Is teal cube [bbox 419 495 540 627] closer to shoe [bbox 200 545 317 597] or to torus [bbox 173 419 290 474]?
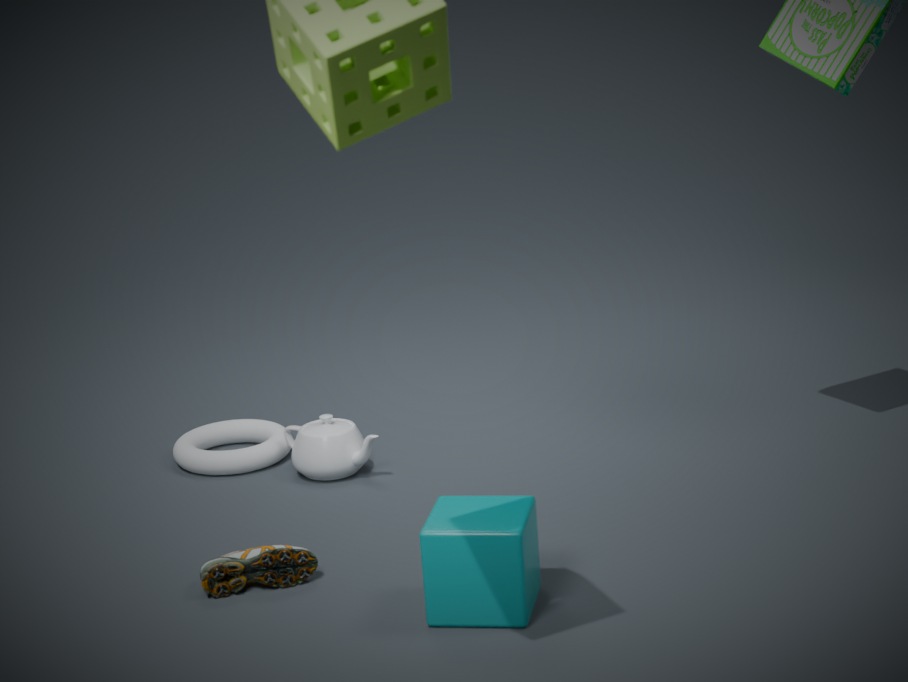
shoe [bbox 200 545 317 597]
